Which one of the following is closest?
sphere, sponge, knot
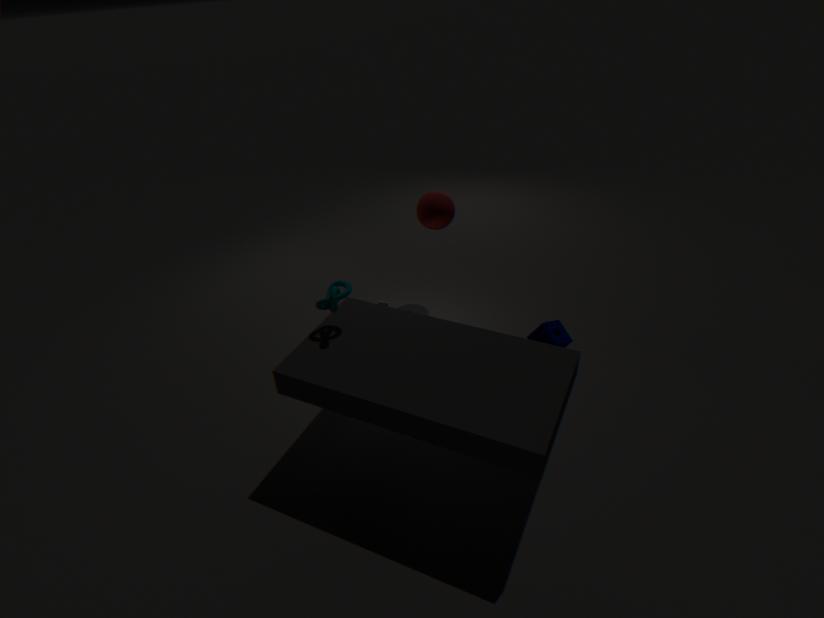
knot
